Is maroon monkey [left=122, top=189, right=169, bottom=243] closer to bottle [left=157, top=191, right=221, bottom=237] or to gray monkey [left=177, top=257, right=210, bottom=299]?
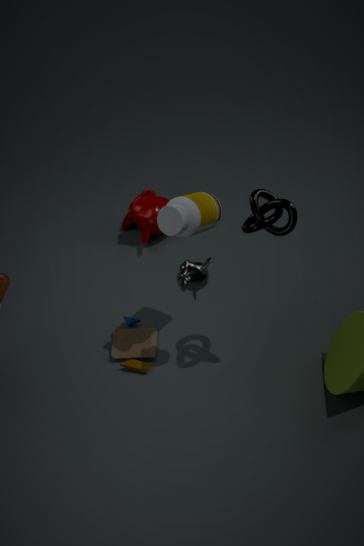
bottle [left=157, top=191, right=221, bottom=237]
